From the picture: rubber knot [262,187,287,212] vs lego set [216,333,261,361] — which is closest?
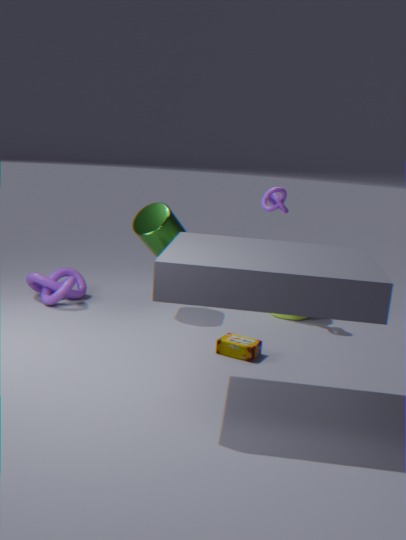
lego set [216,333,261,361]
